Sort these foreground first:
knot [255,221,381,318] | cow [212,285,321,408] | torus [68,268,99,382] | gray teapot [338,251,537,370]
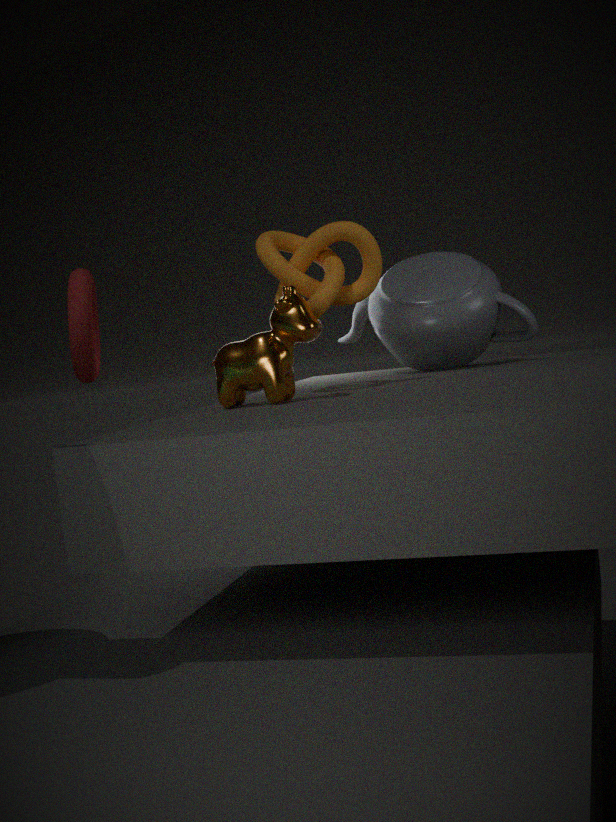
cow [212,285,321,408]
knot [255,221,381,318]
torus [68,268,99,382]
gray teapot [338,251,537,370]
